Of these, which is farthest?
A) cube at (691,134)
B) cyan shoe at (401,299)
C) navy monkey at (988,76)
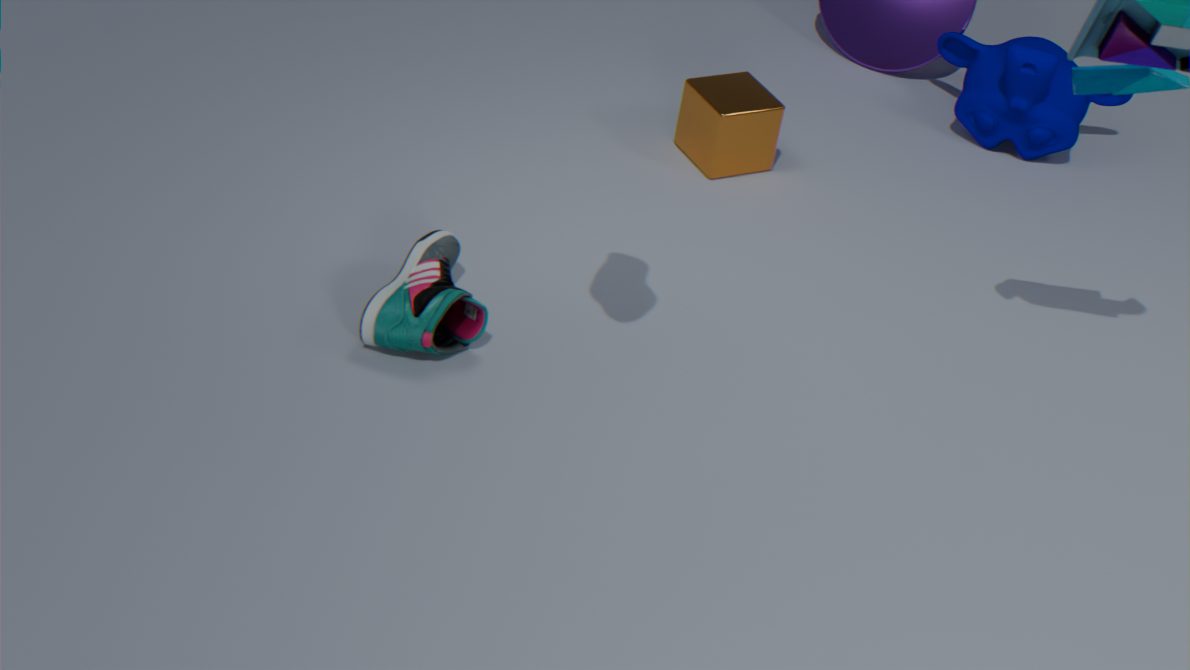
C. navy monkey at (988,76)
